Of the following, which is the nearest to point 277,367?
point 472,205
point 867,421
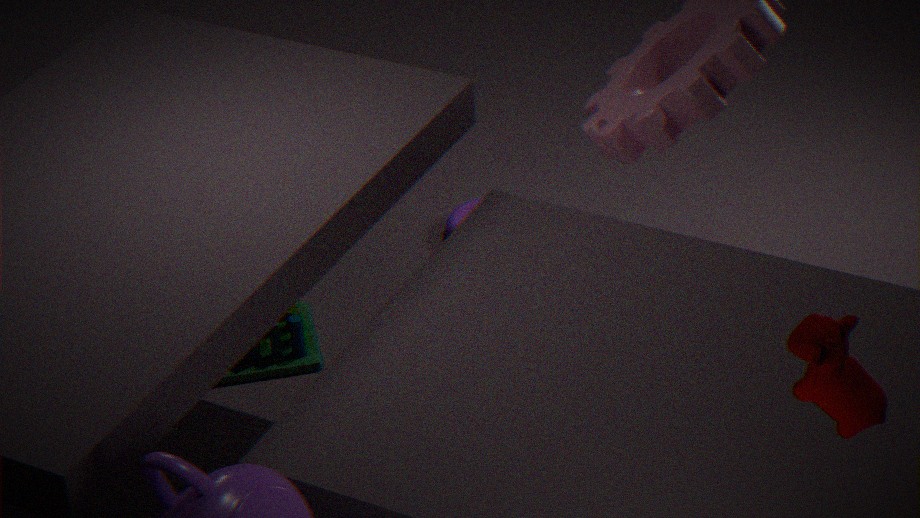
point 472,205
